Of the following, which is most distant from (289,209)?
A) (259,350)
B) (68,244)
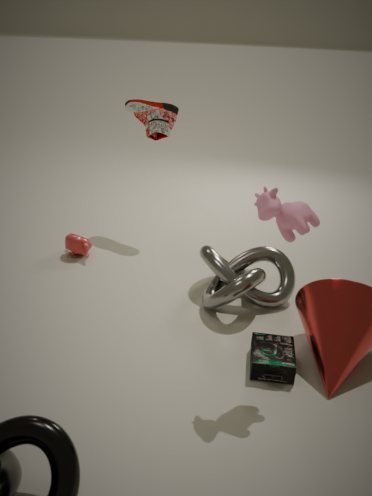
(68,244)
